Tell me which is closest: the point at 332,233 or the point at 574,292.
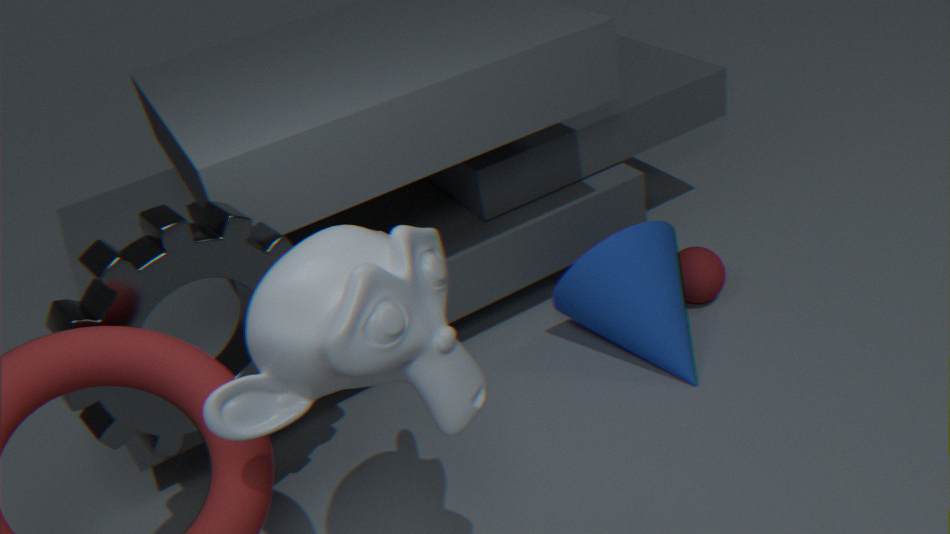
the point at 332,233
